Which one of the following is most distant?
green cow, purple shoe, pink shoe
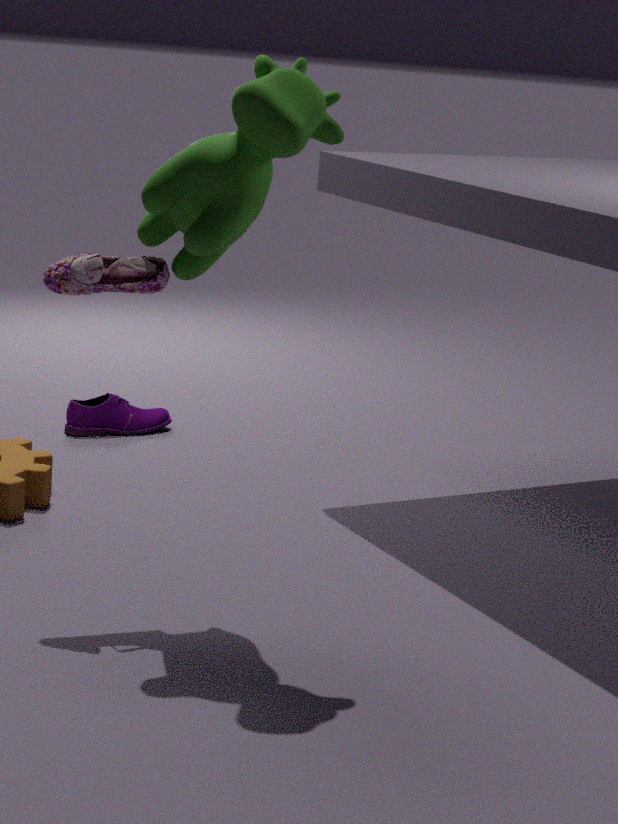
purple shoe
